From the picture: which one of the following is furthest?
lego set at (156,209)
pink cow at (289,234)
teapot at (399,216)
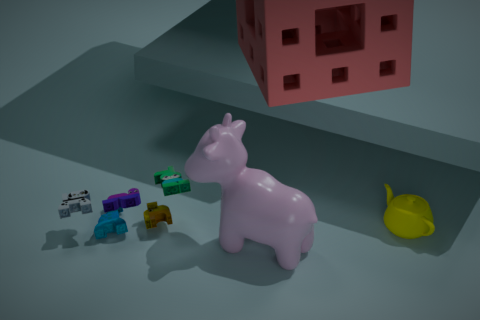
teapot at (399,216)
